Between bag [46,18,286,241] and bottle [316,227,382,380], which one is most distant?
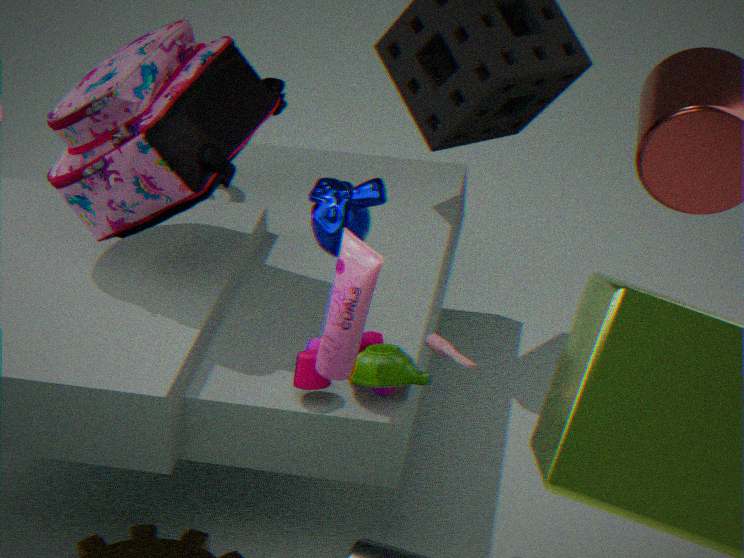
bag [46,18,286,241]
